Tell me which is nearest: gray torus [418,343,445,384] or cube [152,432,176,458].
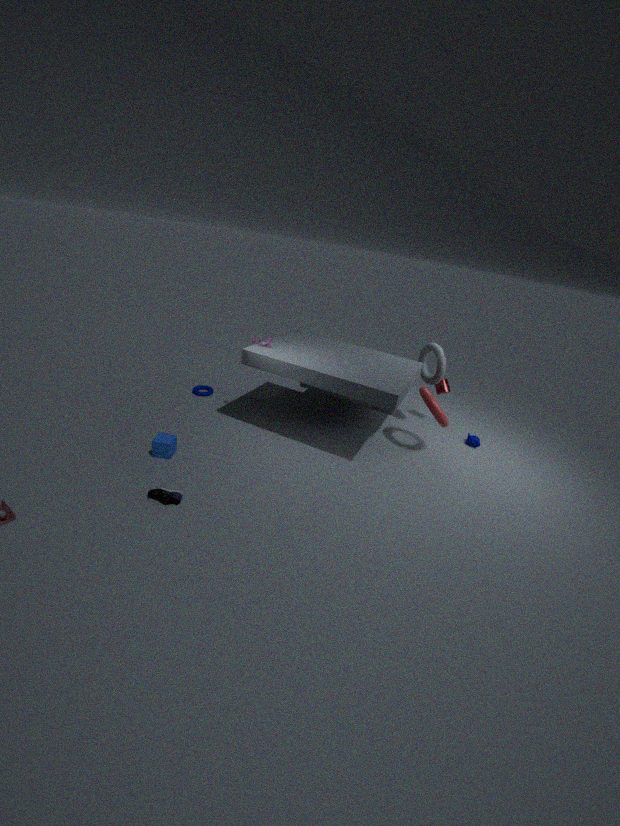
cube [152,432,176,458]
